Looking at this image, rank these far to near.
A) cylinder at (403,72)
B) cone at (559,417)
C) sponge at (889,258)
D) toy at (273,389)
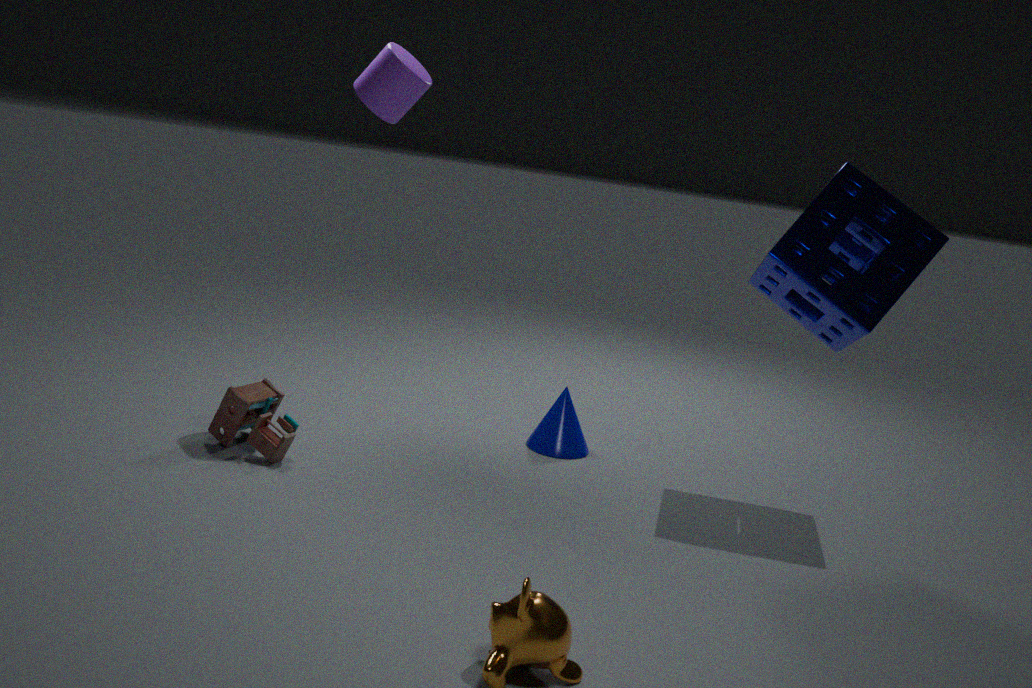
cone at (559,417), cylinder at (403,72), toy at (273,389), sponge at (889,258)
